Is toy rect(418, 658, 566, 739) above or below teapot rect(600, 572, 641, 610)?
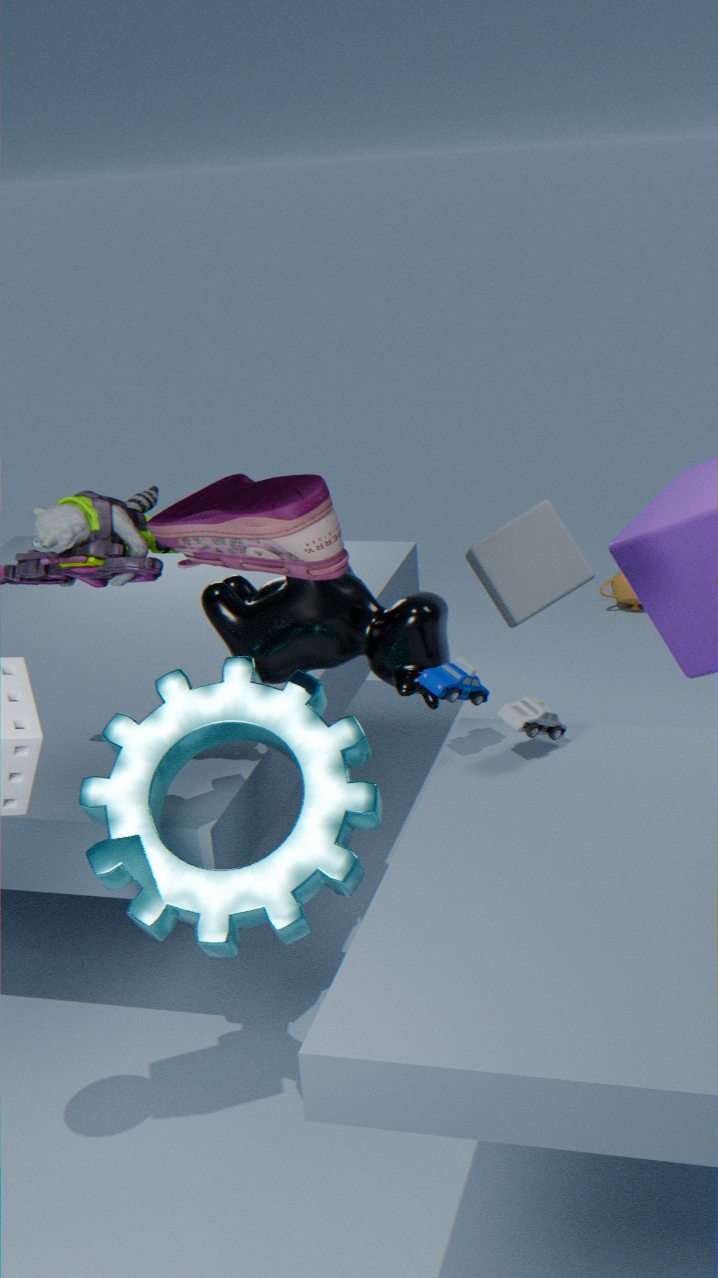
above
